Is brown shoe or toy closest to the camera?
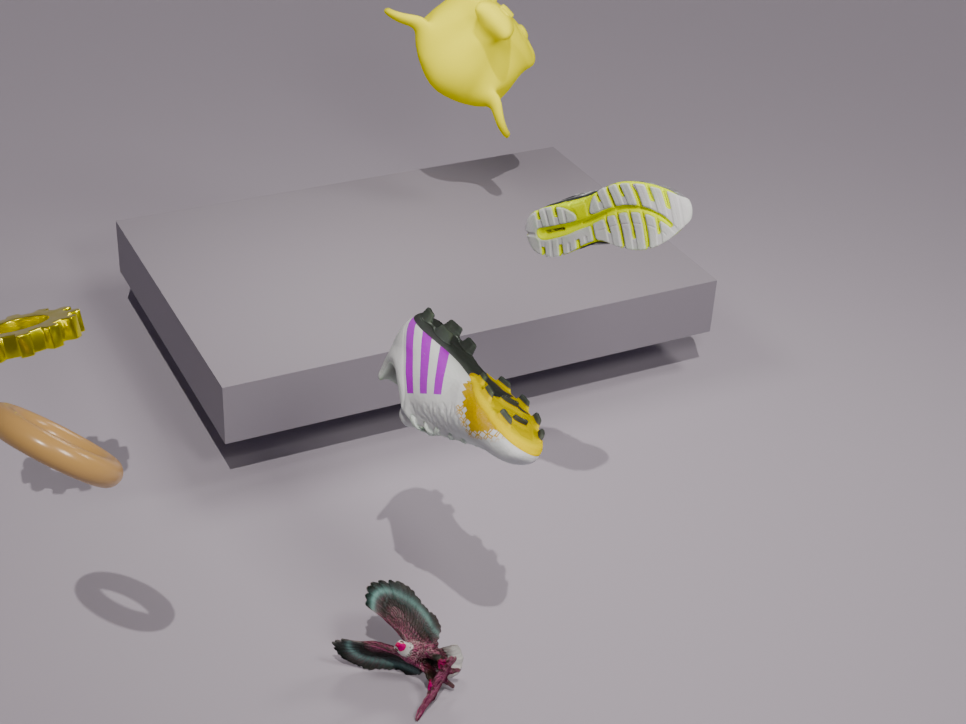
brown shoe
